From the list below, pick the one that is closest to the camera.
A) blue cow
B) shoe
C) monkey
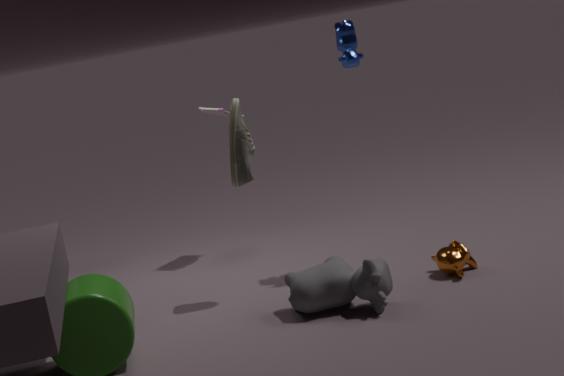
monkey
